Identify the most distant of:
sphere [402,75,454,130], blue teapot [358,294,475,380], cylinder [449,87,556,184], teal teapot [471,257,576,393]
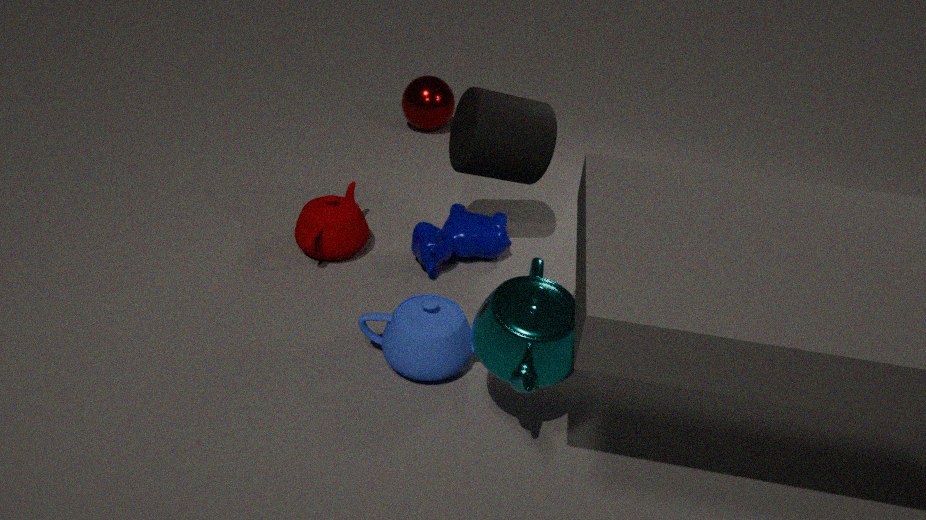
sphere [402,75,454,130]
